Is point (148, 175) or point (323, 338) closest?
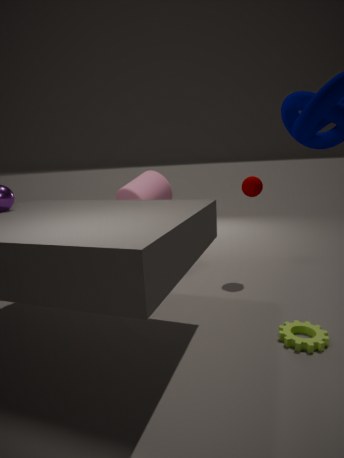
point (323, 338)
